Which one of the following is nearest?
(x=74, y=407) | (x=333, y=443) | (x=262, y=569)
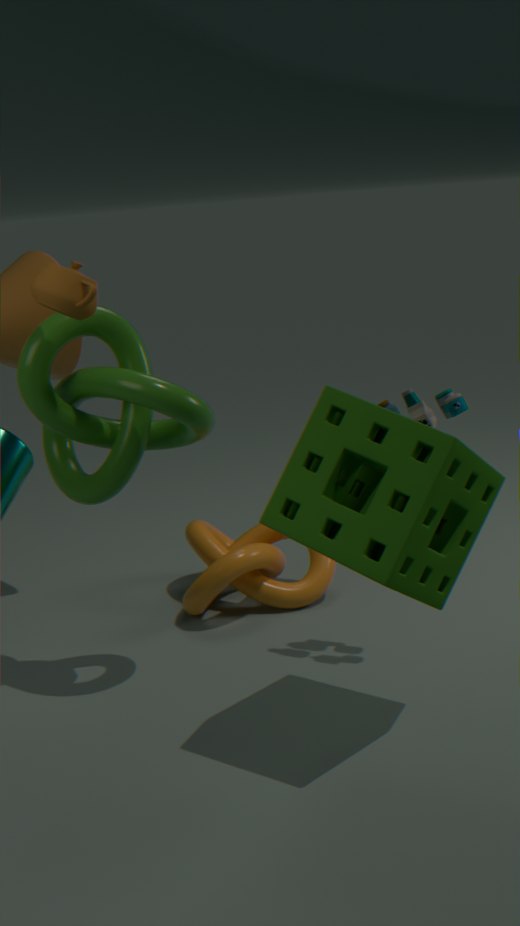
(x=333, y=443)
